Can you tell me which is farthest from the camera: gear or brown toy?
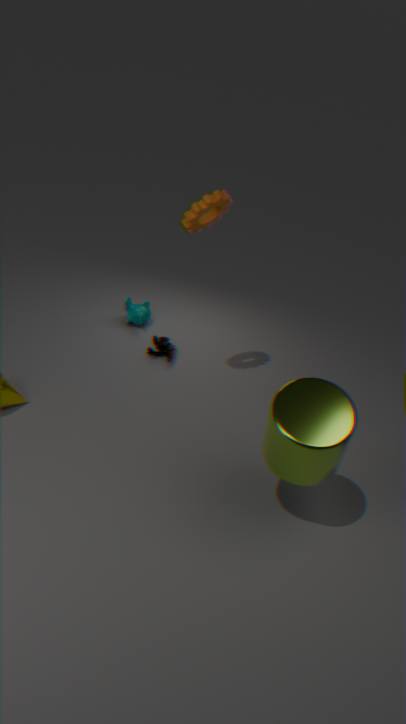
brown toy
